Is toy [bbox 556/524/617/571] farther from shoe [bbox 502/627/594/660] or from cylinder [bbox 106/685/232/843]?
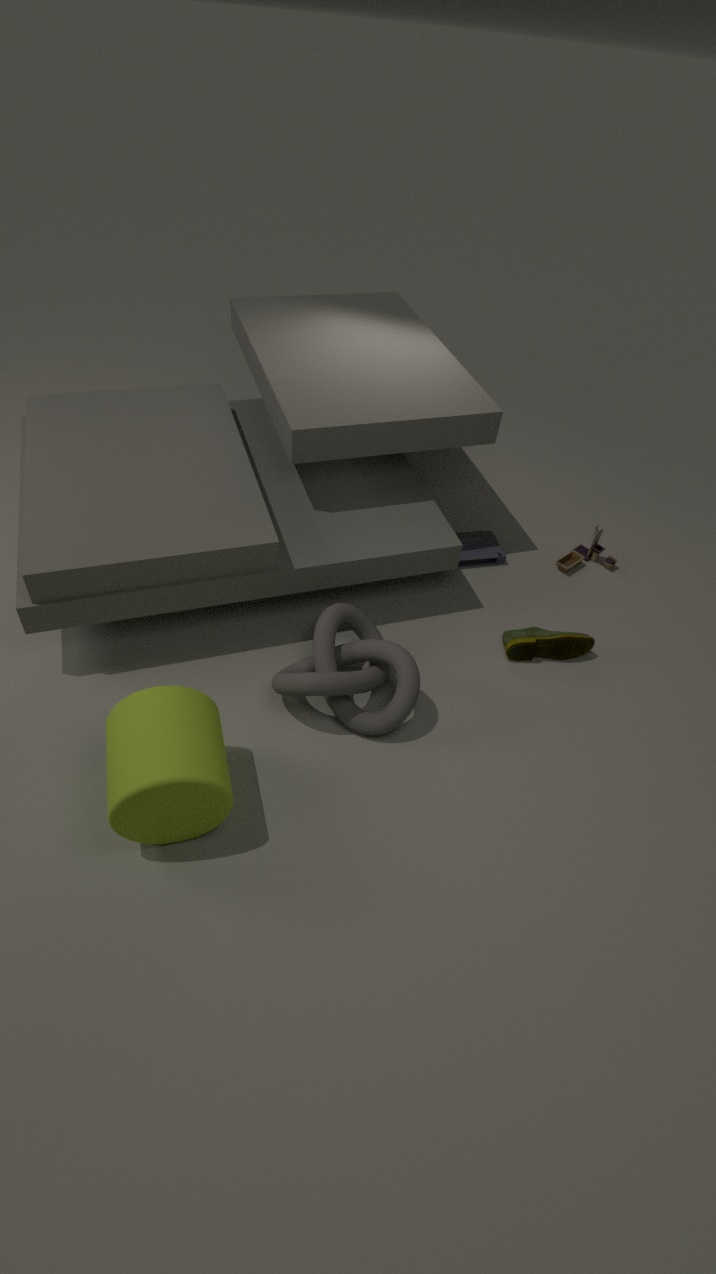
cylinder [bbox 106/685/232/843]
